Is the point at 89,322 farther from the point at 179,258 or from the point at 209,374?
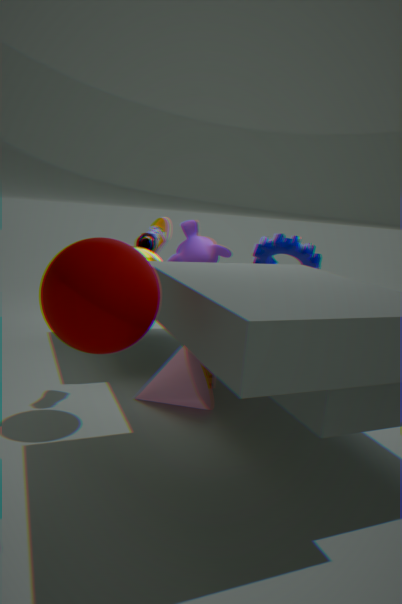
the point at 179,258
